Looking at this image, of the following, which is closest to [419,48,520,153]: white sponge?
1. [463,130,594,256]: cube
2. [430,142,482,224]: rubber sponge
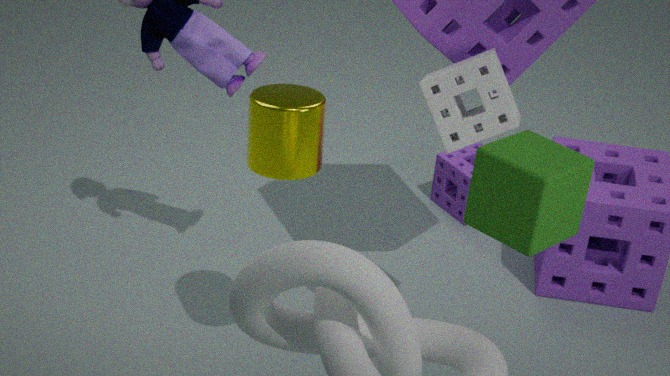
[463,130,594,256]: cube
